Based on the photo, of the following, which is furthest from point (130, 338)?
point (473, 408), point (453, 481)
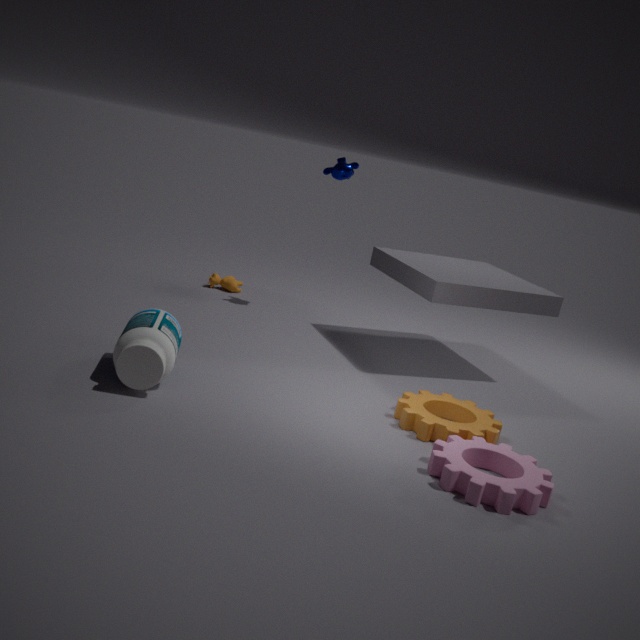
point (453, 481)
